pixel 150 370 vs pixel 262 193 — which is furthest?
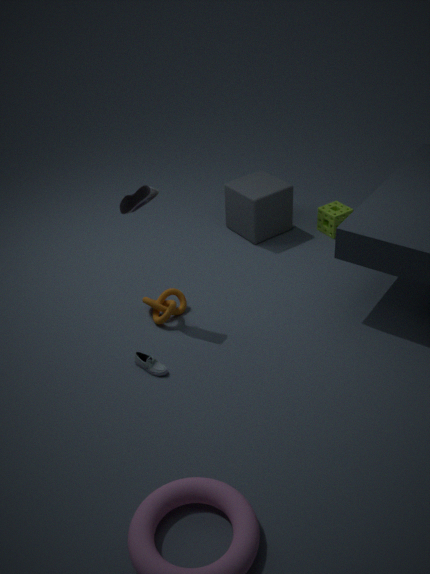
pixel 262 193
